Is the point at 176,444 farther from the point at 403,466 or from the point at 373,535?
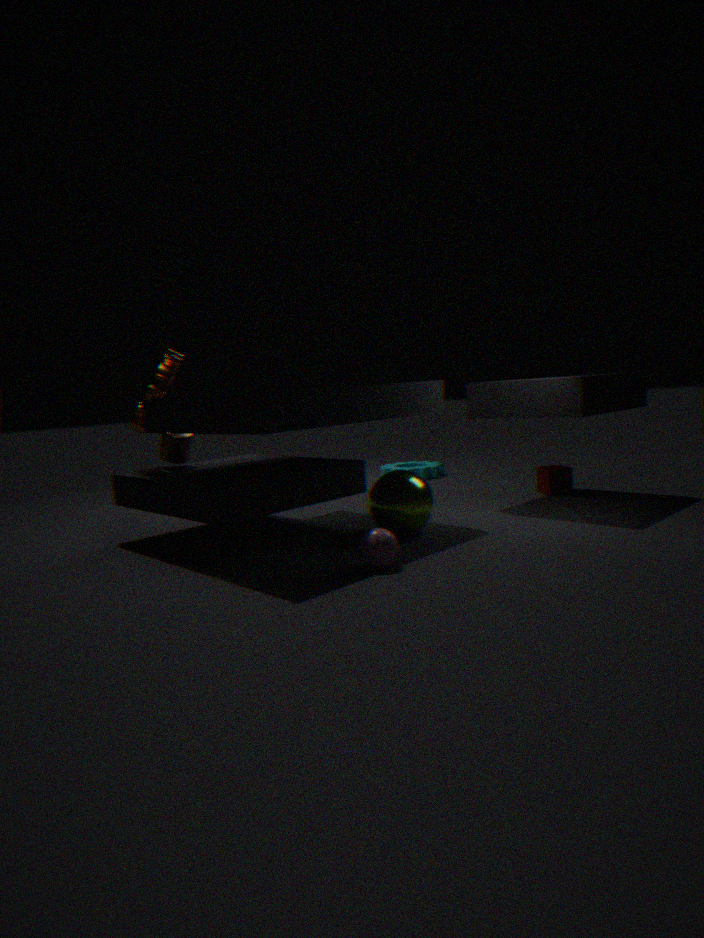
the point at 403,466
